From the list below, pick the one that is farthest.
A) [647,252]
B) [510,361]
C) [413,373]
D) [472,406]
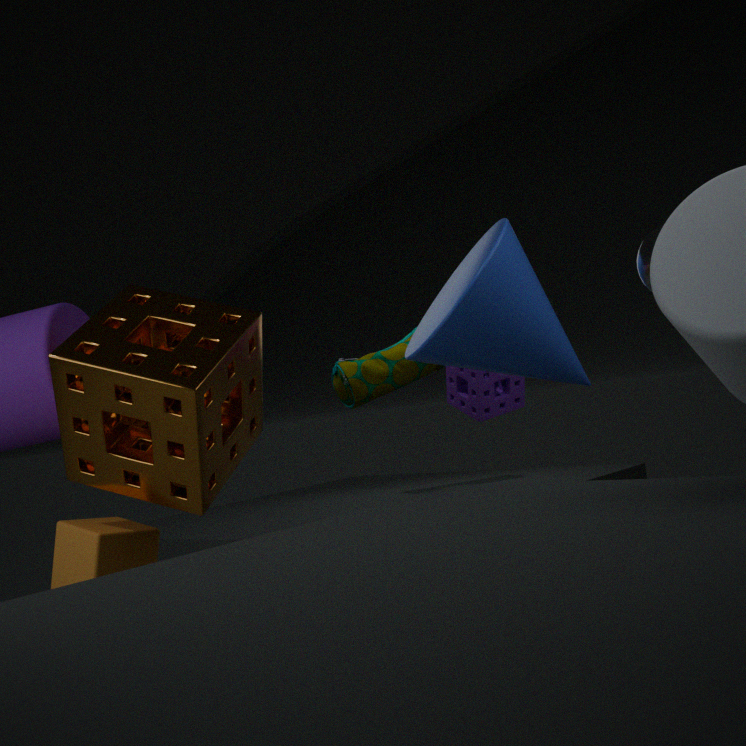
[413,373]
